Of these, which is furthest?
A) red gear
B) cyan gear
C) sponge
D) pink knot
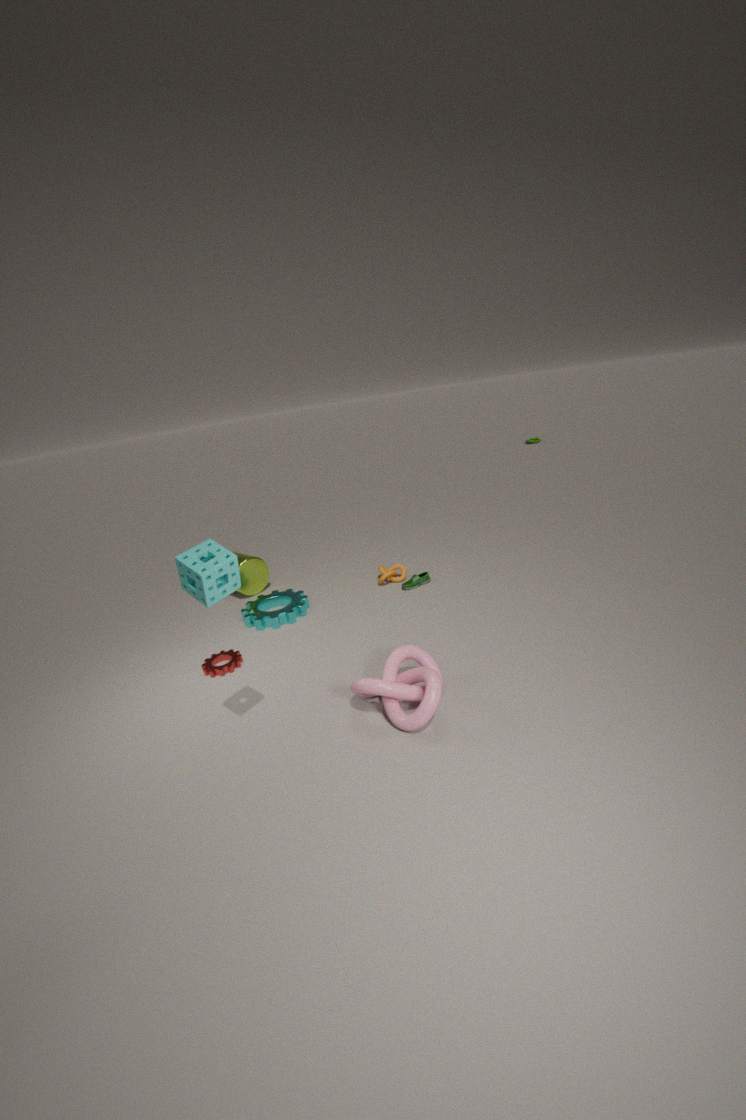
cyan gear
